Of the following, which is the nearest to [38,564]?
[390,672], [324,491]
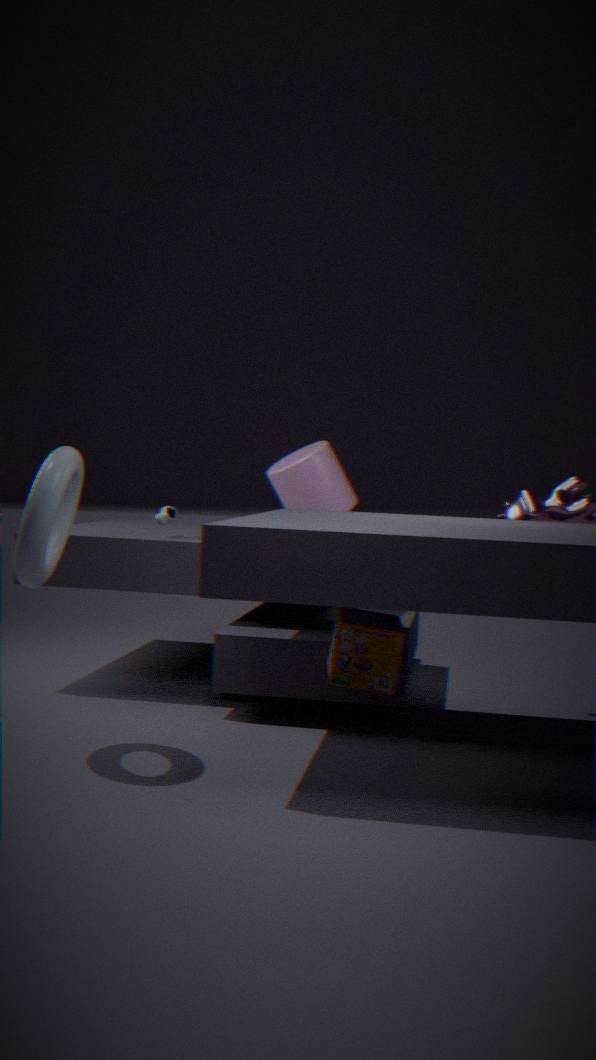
[390,672]
